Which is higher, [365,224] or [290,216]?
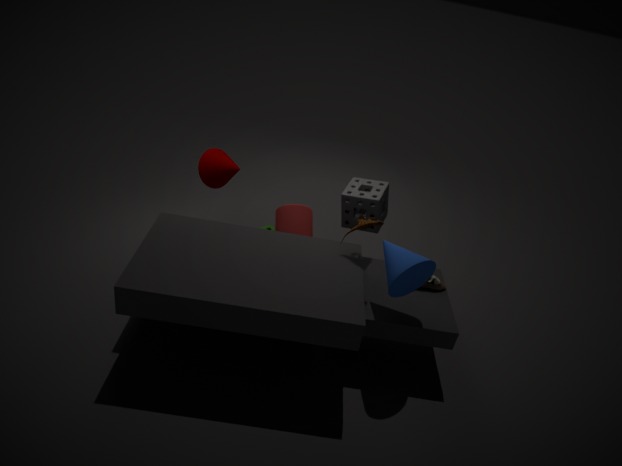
[365,224]
